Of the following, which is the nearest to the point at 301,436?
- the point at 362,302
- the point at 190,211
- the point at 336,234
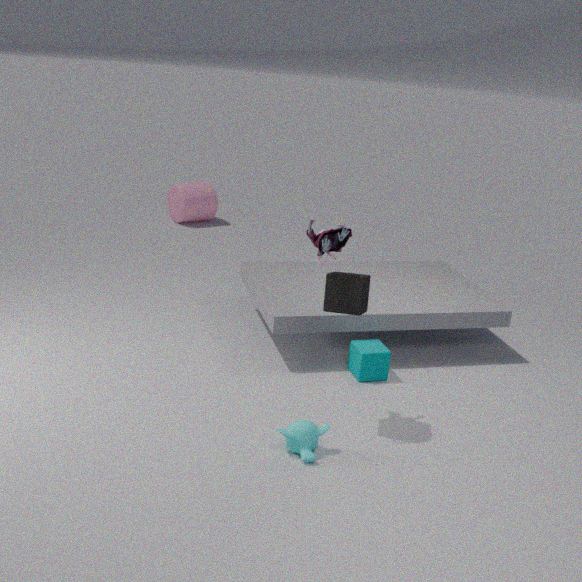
the point at 362,302
